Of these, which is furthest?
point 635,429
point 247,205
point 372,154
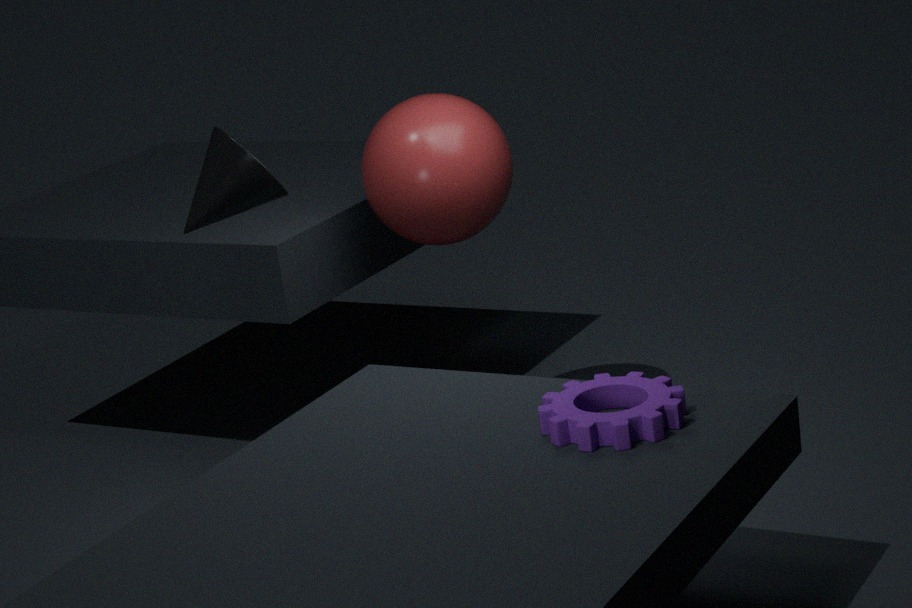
point 372,154
